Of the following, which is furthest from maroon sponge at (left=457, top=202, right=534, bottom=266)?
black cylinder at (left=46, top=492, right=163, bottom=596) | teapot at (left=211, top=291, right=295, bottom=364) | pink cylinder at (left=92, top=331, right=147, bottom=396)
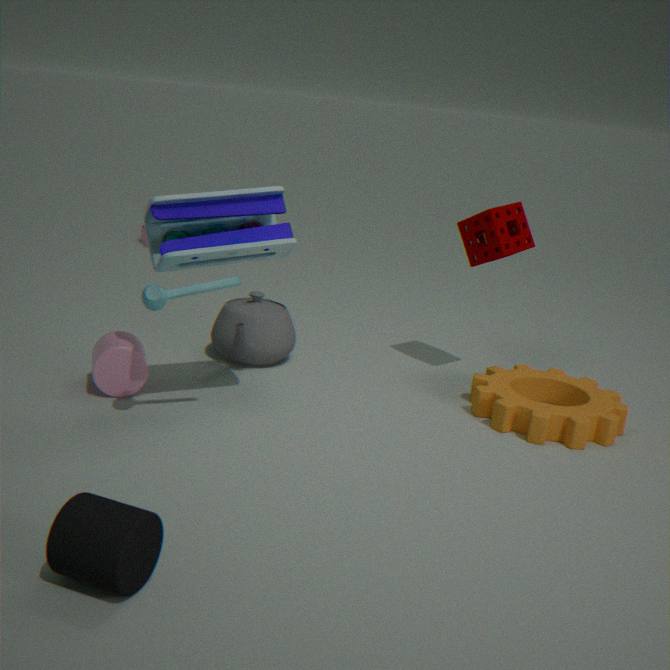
black cylinder at (left=46, top=492, right=163, bottom=596)
